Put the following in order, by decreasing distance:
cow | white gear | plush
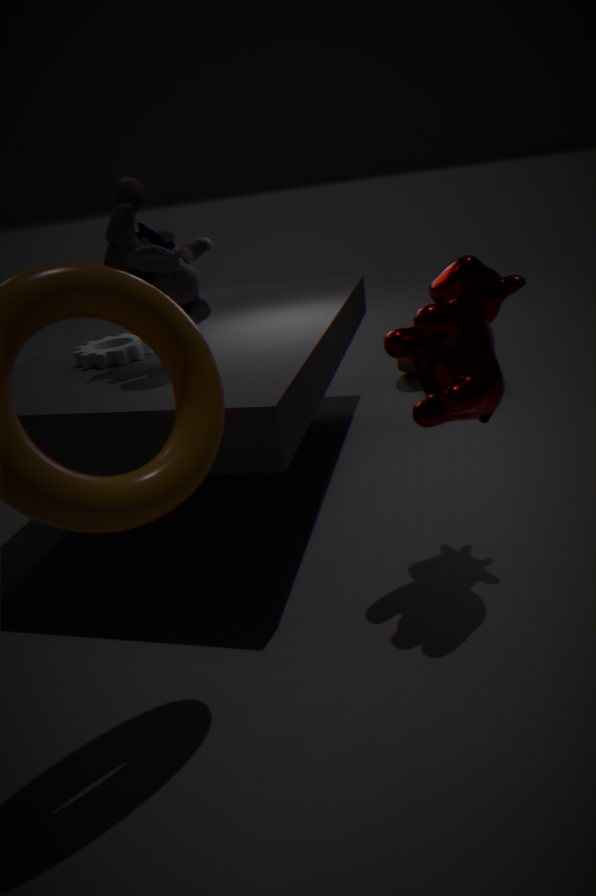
white gear, plush, cow
